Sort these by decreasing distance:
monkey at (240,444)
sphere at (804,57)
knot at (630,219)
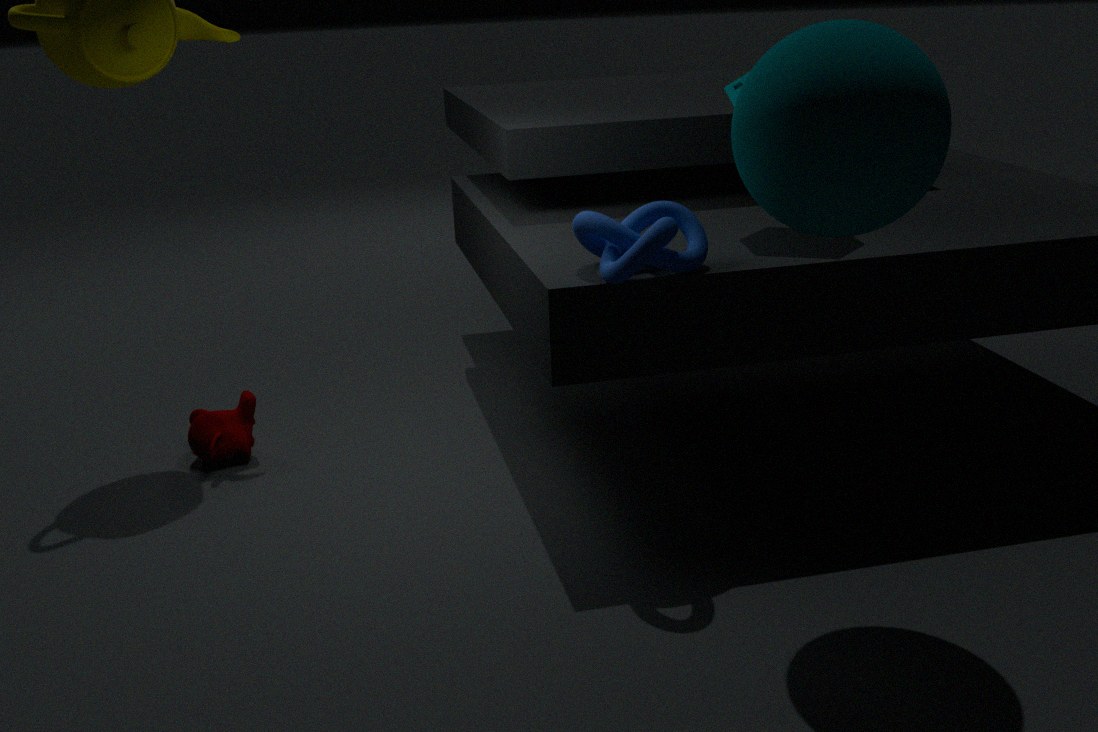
1. monkey at (240,444)
2. knot at (630,219)
3. sphere at (804,57)
